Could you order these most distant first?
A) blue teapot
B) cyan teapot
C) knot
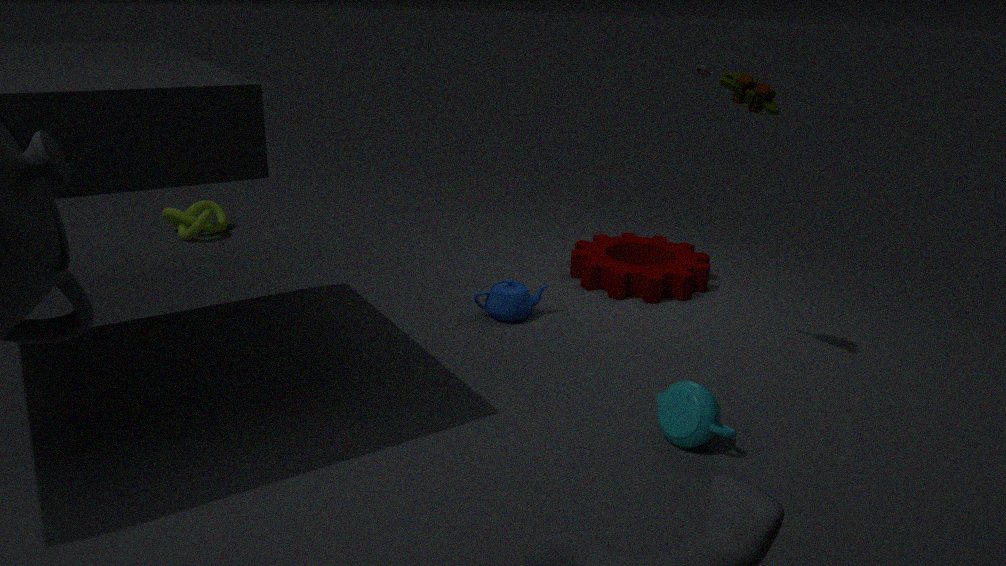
knot → blue teapot → cyan teapot
